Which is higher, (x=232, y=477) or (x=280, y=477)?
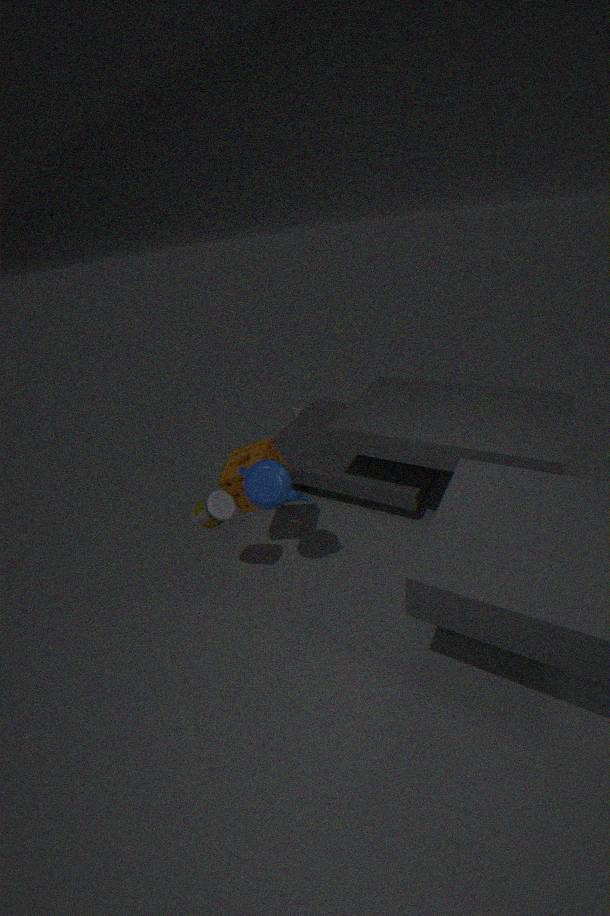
(x=280, y=477)
